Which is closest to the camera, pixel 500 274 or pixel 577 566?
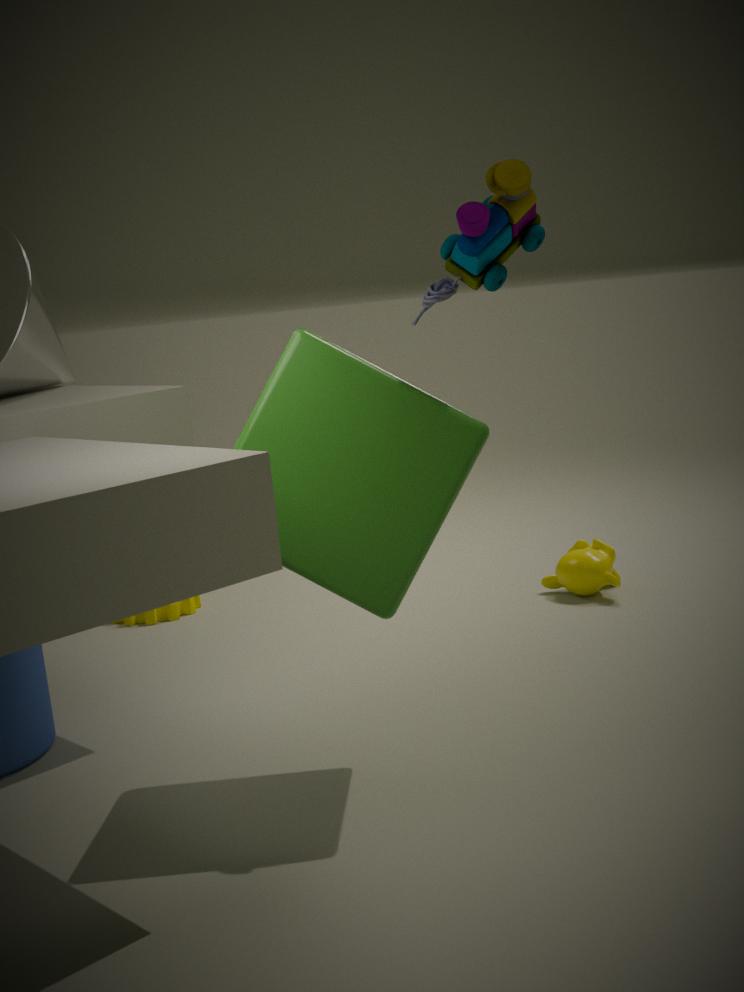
pixel 500 274
